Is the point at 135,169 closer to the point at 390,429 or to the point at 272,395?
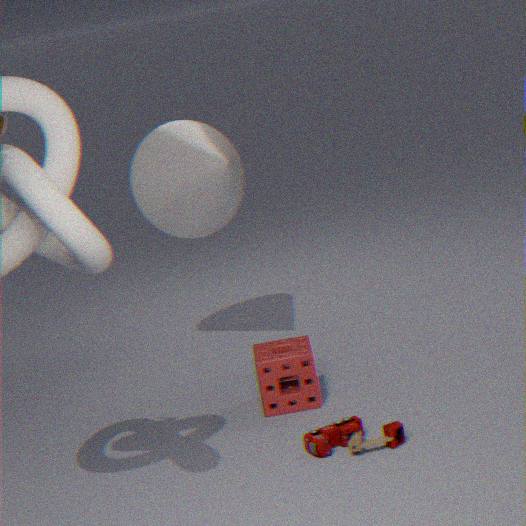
the point at 272,395
